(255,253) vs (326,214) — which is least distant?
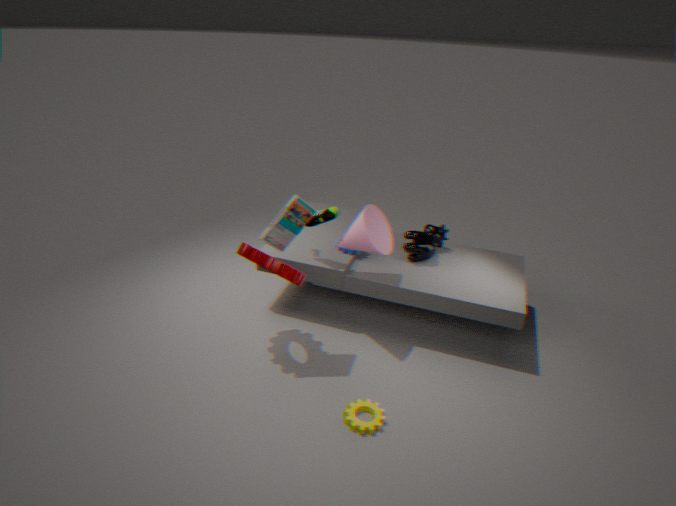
(255,253)
